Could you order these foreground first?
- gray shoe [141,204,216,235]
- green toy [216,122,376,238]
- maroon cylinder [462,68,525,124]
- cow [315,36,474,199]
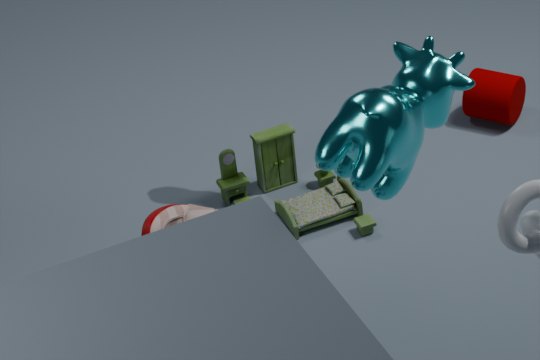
1. cow [315,36,474,199]
2. gray shoe [141,204,216,235]
3. green toy [216,122,376,238]
4. maroon cylinder [462,68,525,124]
